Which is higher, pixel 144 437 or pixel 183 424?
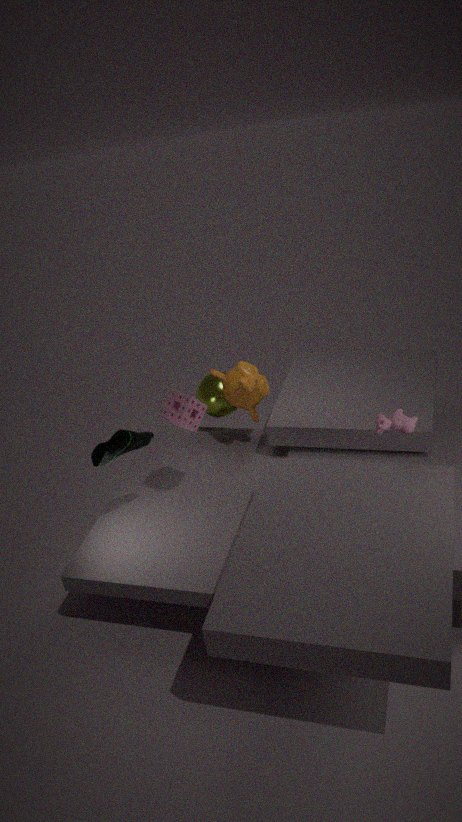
pixel 183 424
